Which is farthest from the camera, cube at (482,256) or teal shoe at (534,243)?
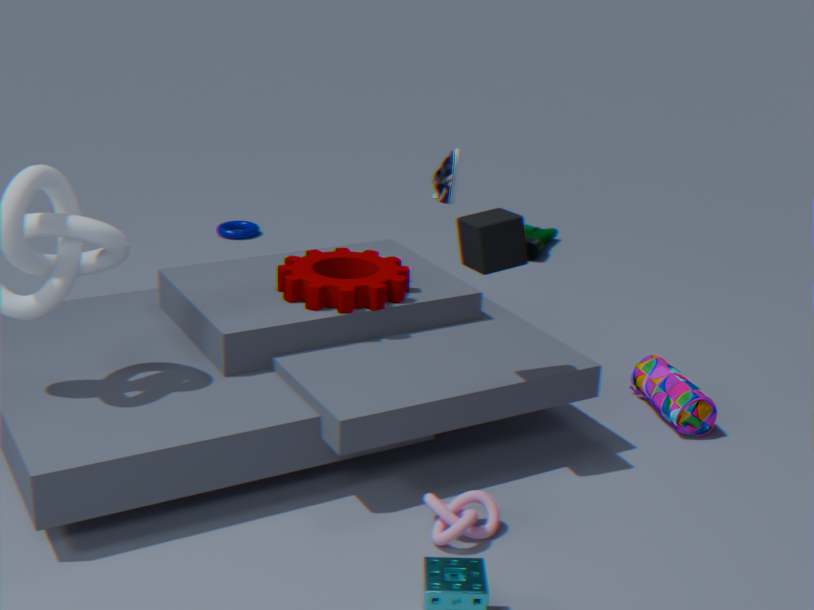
teal shoe at (534,243)
